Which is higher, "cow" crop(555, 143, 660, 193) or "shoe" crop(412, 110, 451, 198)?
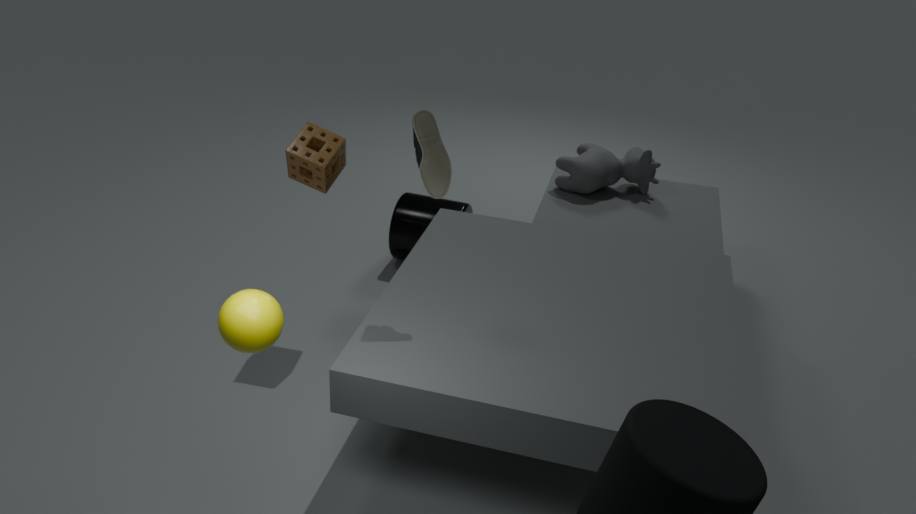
"shoe" crop(412, 110, 451, 198)
